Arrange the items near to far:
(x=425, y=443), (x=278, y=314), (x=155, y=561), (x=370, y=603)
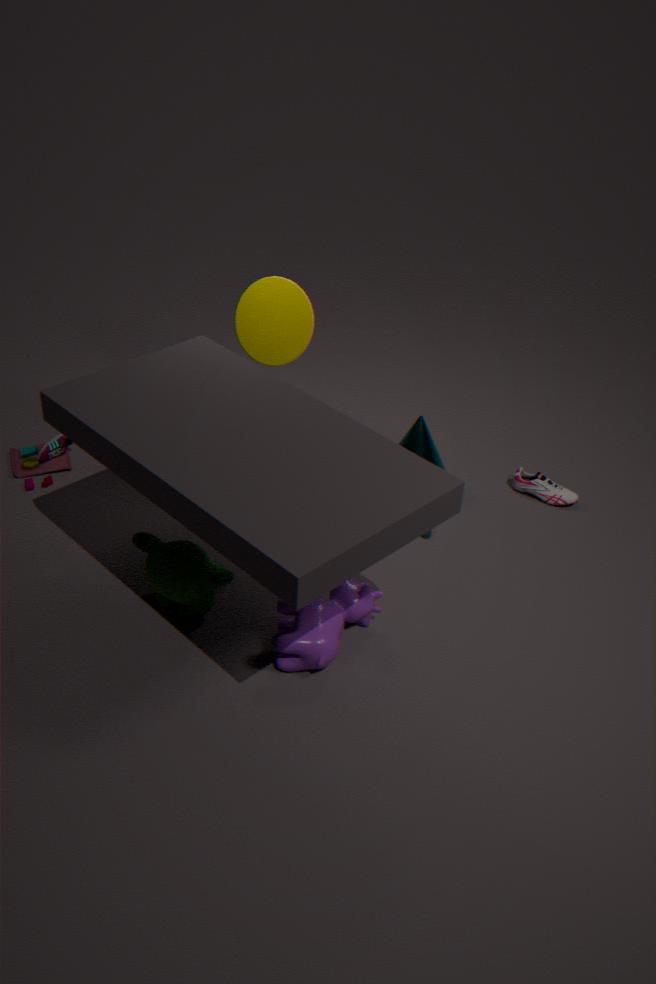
(x=155, y=561) < (x=370, y=603) < (x=278, y=314) < (x=425, y=443)
